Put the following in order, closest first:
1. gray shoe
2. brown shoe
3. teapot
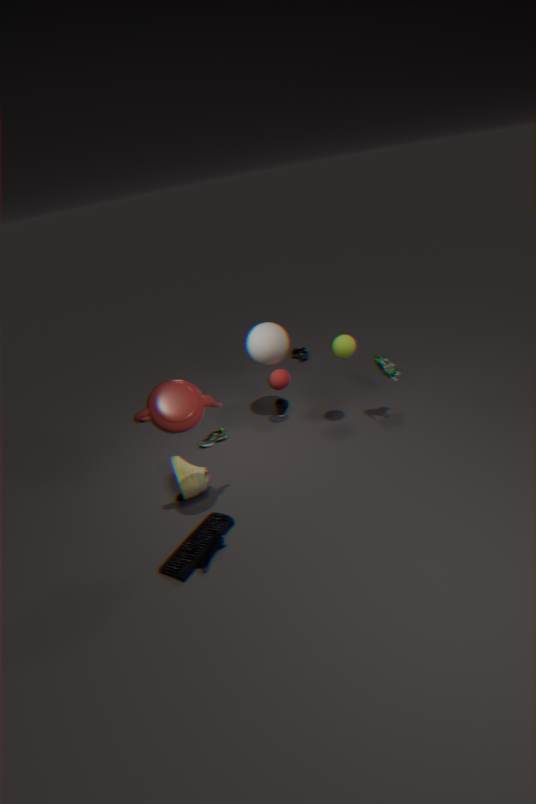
teapot, brown shoe, gray shoe
